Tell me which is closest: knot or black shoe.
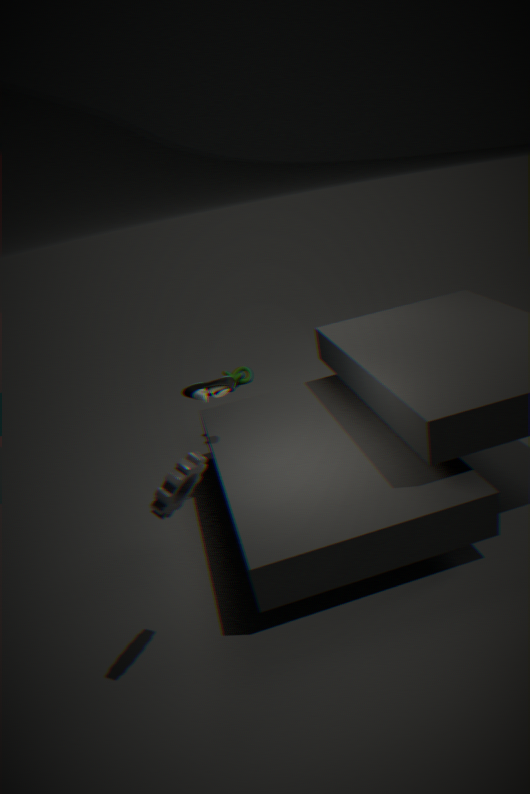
black shoe
